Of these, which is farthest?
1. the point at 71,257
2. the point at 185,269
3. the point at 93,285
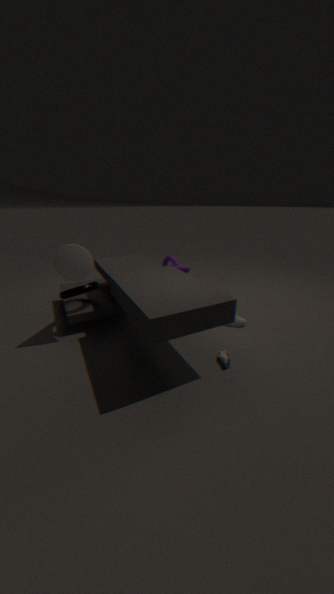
the point at 185,269
